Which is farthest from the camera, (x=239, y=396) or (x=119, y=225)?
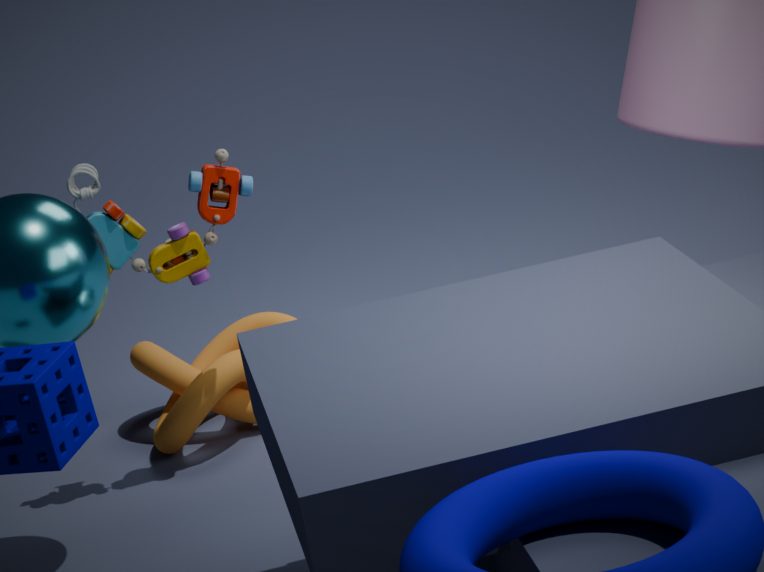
(x=239, y=396)
